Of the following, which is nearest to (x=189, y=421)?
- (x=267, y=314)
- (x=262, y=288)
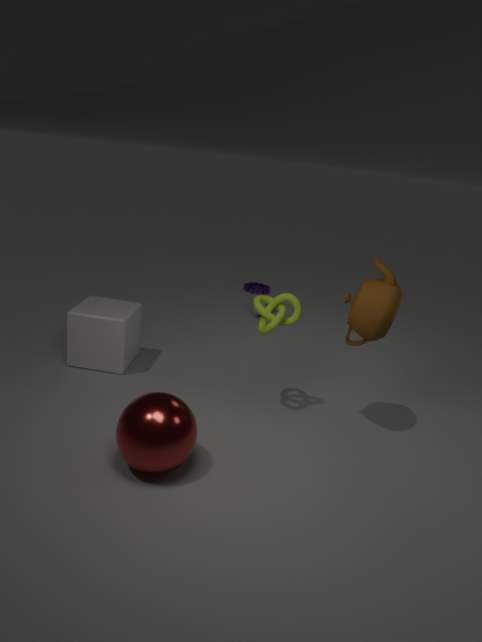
(x=267, y=314)
